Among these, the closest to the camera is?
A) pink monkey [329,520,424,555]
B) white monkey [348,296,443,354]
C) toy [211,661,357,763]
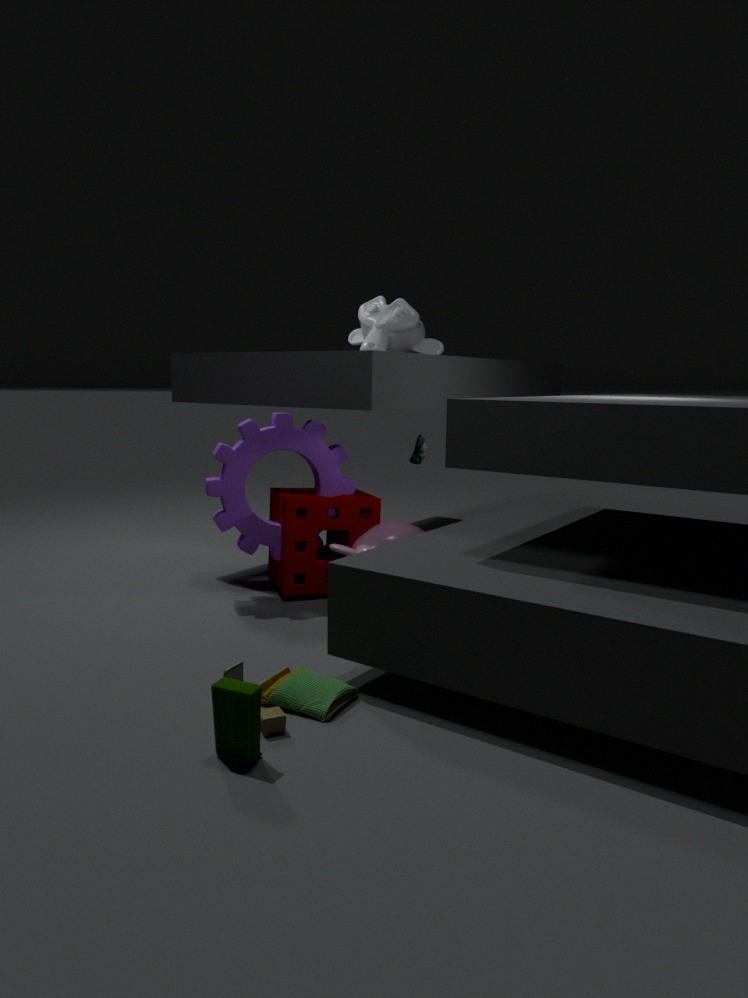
toy [211,661,357,763]
